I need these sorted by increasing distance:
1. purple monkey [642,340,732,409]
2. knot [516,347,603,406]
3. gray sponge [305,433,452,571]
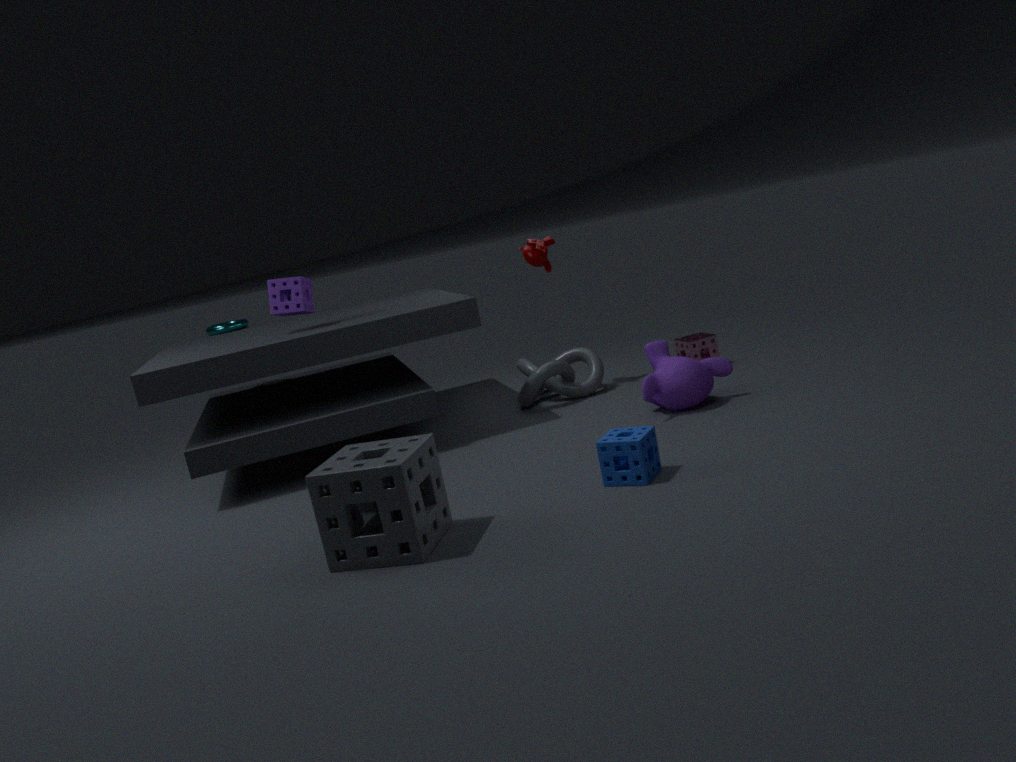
gray sponge [305,433,452,571] → purple monkey [642,340,732,409] → knot [516,347,603,406]
